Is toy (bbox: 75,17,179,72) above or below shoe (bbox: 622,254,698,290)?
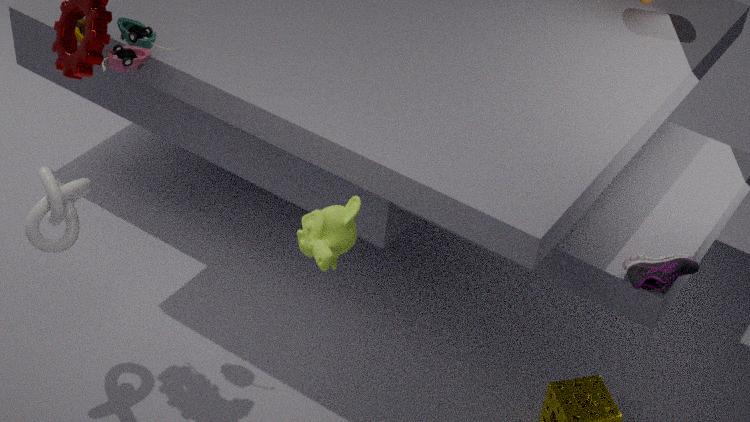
above
